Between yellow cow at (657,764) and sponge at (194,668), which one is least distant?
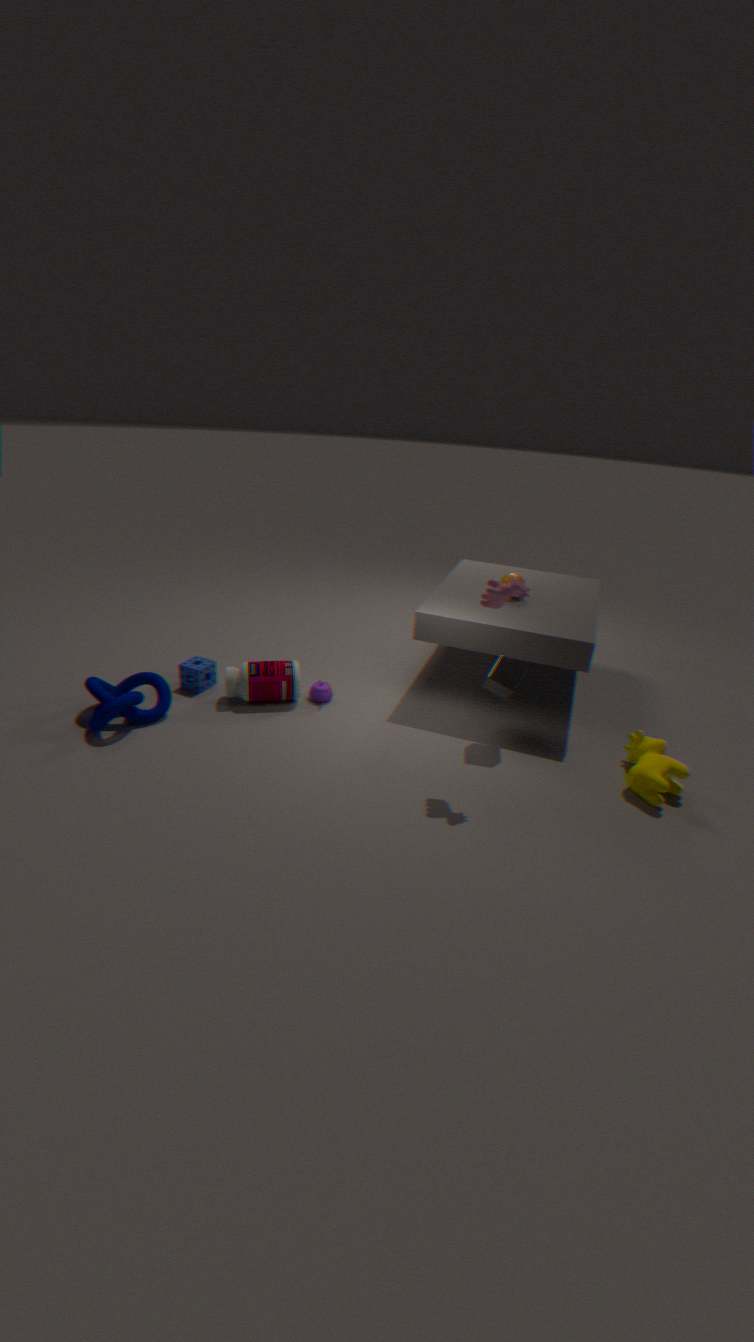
yellow cow at (657,764)
